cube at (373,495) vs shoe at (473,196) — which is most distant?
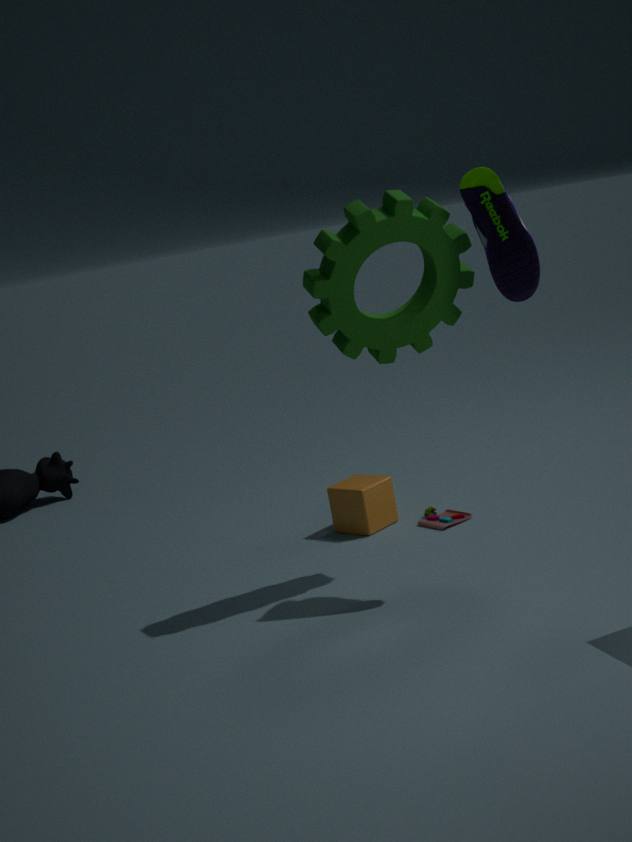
cube at (373,495)
